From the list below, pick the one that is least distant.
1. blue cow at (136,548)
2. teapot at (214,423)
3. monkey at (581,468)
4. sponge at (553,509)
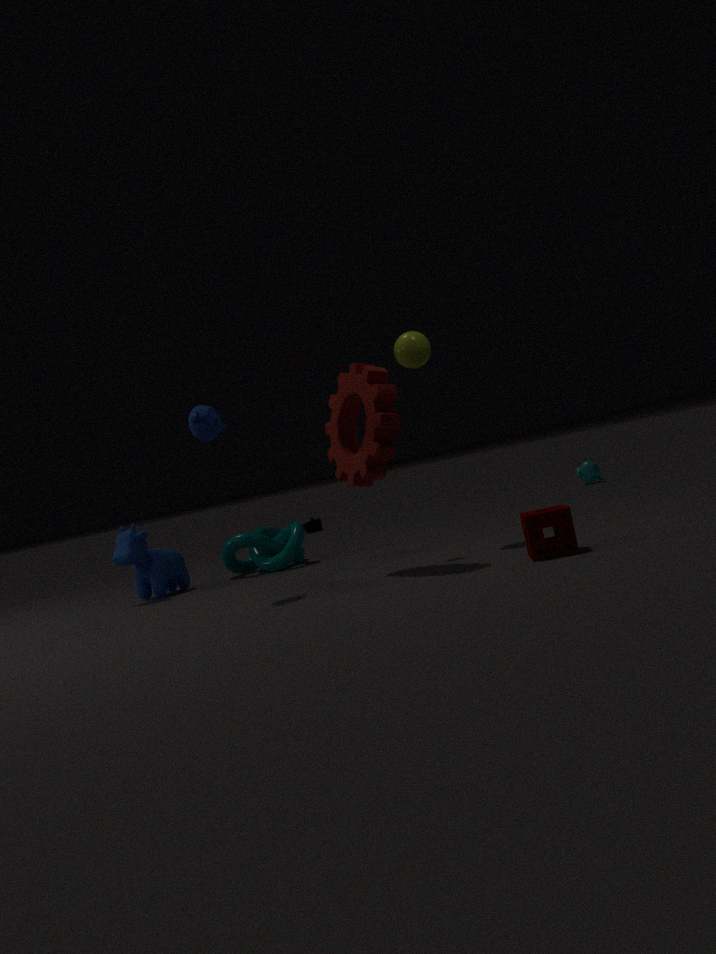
sponge at (553,509)
